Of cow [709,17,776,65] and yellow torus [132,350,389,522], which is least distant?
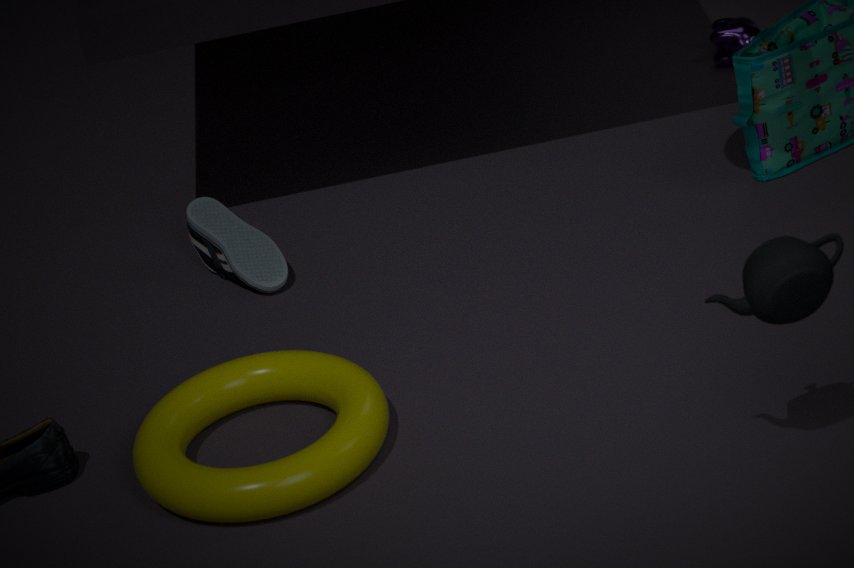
yellow torus [132,350,389,522]
